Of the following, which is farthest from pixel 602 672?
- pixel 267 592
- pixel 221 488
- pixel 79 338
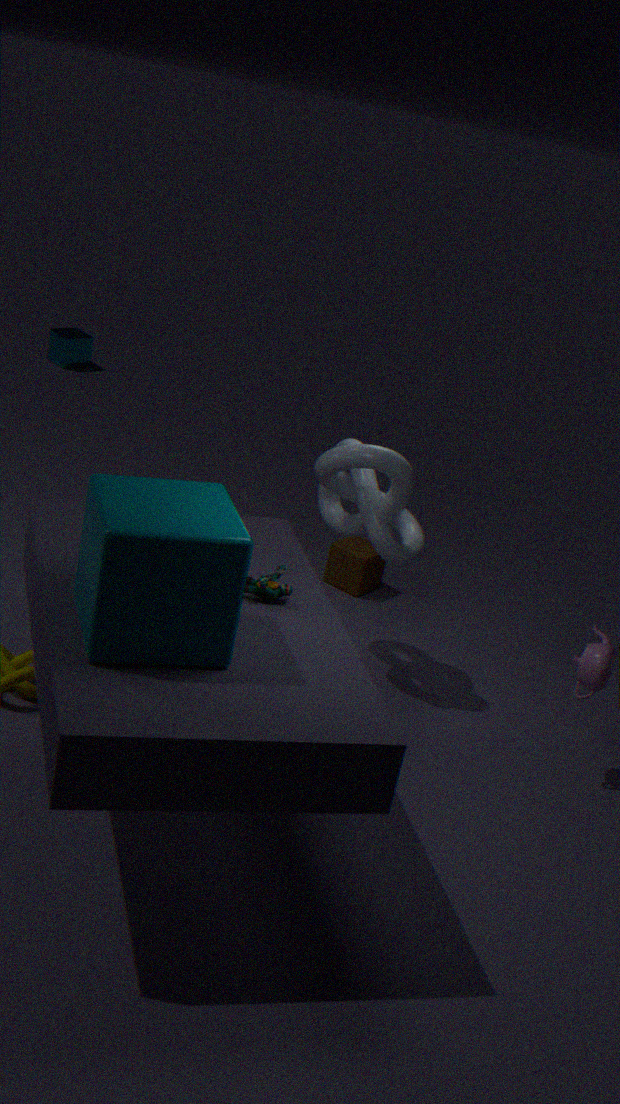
pixel 79 338
